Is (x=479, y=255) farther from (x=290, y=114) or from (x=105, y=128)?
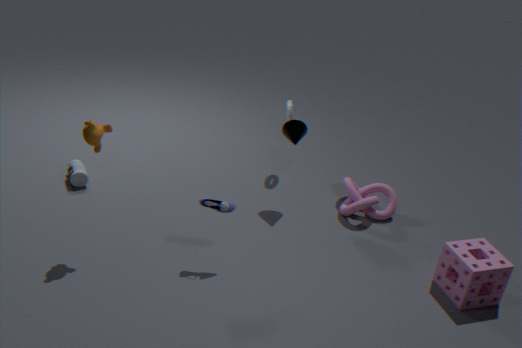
(x=105, y=128)
